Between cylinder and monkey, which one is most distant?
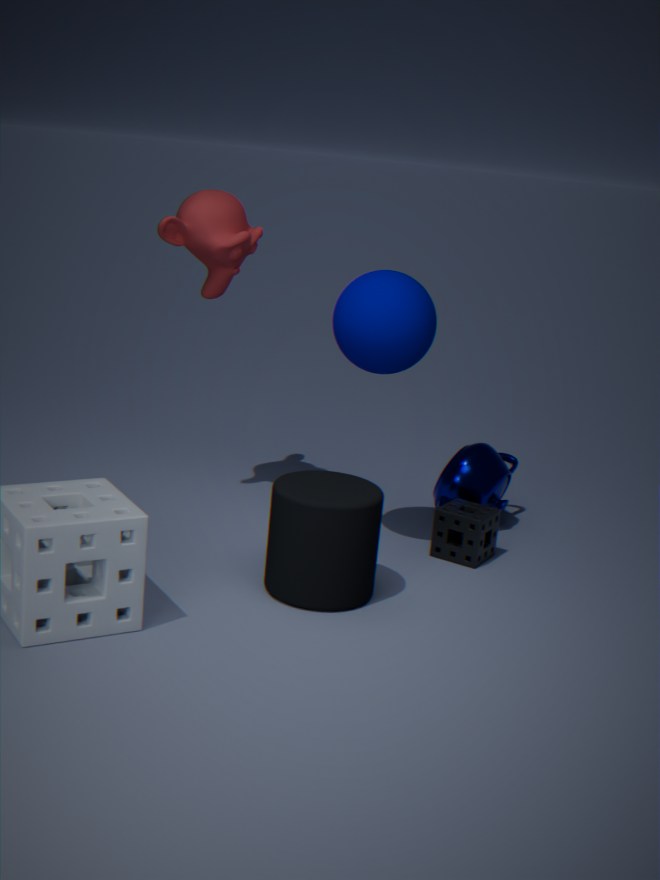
monkey
